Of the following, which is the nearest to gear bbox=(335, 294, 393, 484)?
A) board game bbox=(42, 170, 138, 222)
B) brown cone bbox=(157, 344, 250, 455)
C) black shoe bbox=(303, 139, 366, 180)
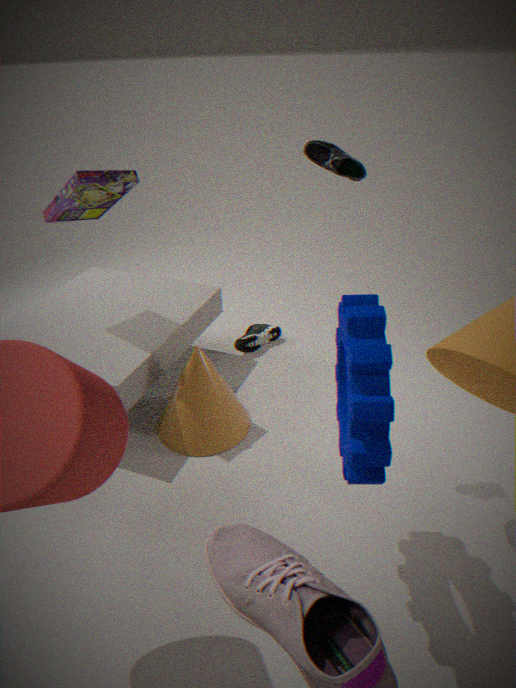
black shoe bbox=(303, 139, 366, 180)
